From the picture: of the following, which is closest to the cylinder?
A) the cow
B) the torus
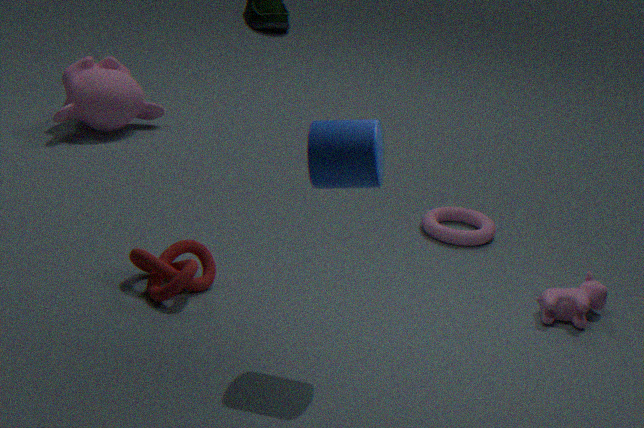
the cow
